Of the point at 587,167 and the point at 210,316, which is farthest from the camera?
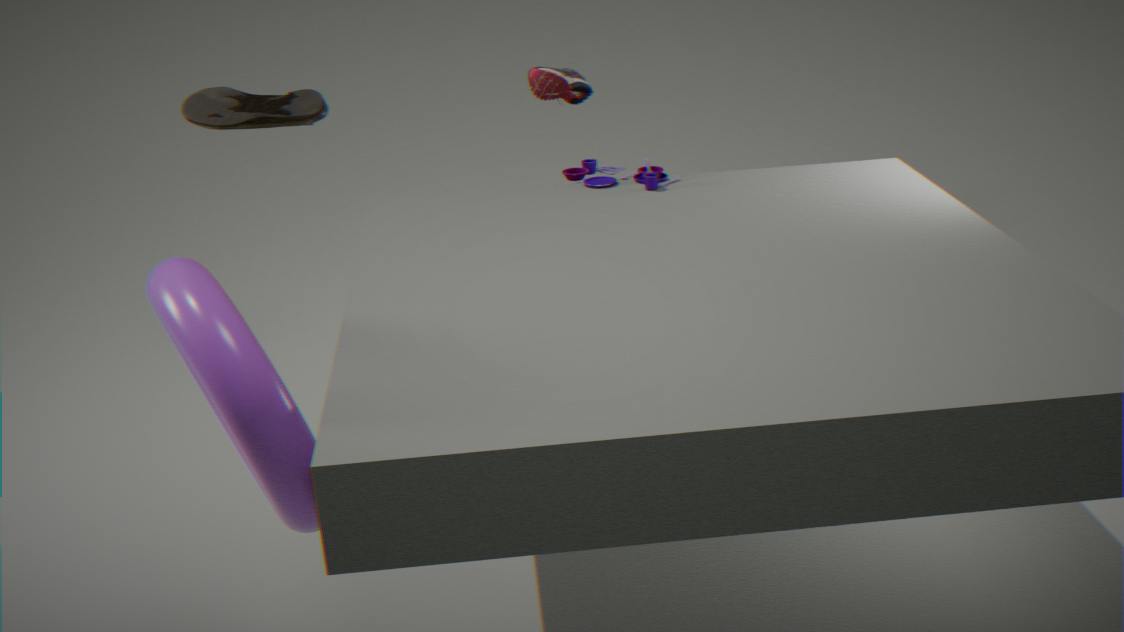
the point at 587,167
